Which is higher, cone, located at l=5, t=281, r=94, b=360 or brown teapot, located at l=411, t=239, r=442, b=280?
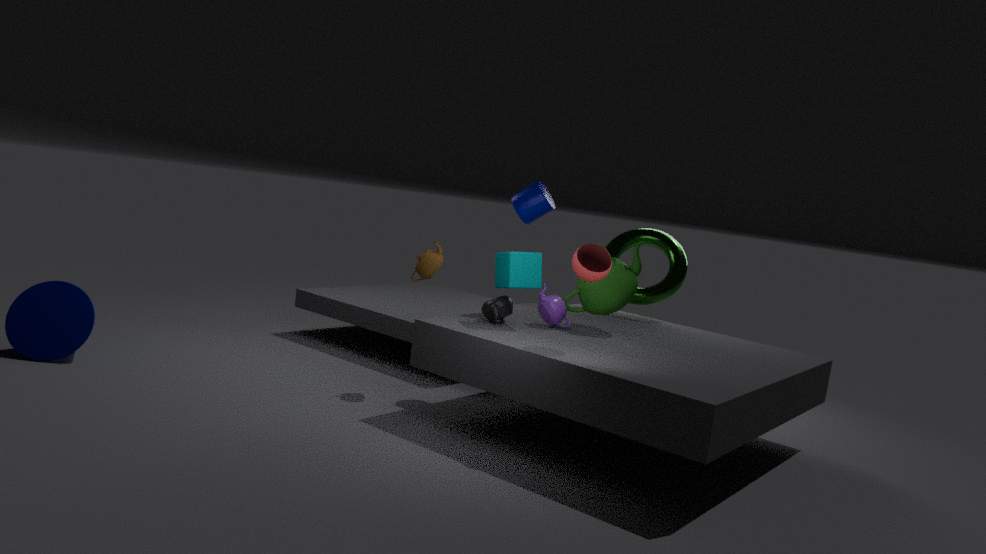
brown teapot, located at l=411, t=239, r=442, b=280
